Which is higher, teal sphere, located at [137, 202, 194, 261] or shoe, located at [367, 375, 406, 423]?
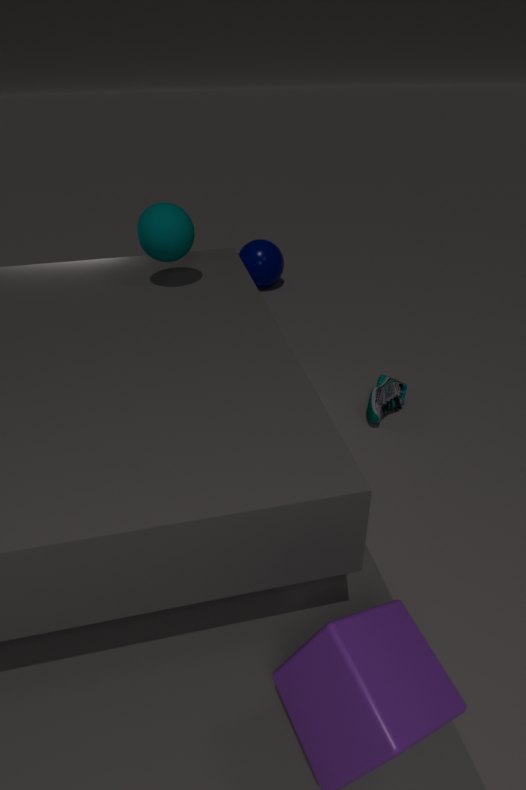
teal sphere, located at [137, 202, 194, 261]
